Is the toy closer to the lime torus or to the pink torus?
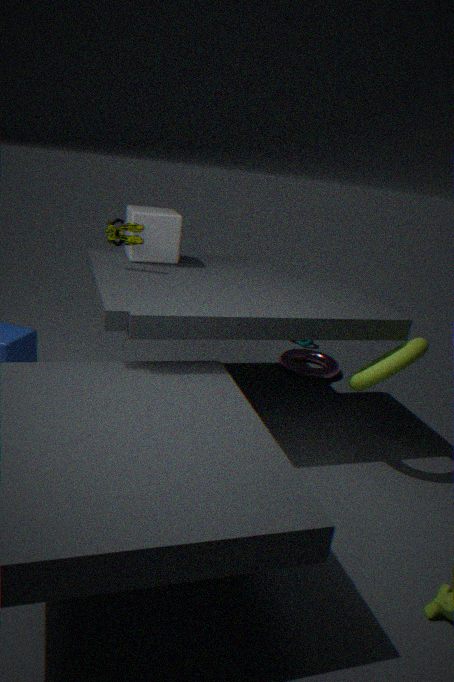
the lime torus
